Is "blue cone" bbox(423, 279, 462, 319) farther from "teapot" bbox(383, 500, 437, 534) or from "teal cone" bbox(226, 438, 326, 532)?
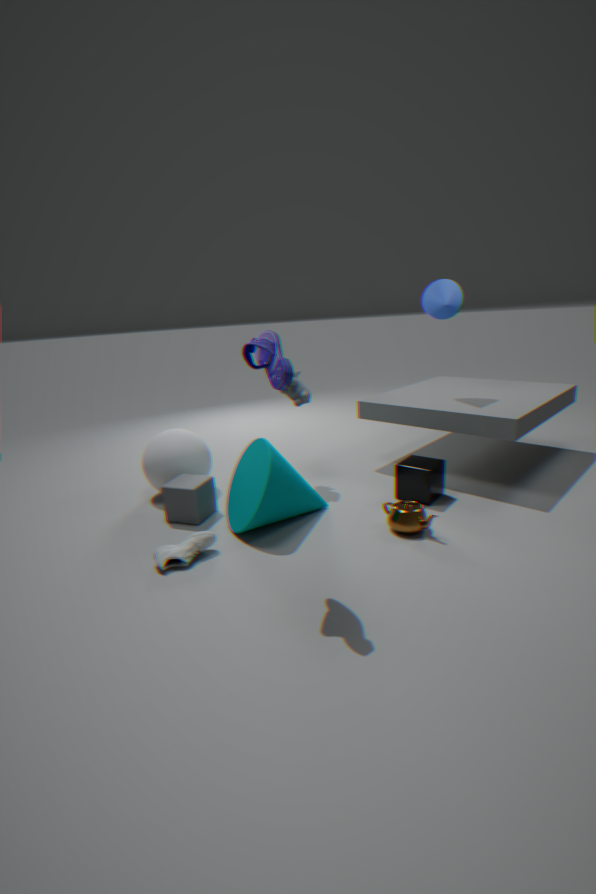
"teal cone" bbox(226, 438, 326, 532)
